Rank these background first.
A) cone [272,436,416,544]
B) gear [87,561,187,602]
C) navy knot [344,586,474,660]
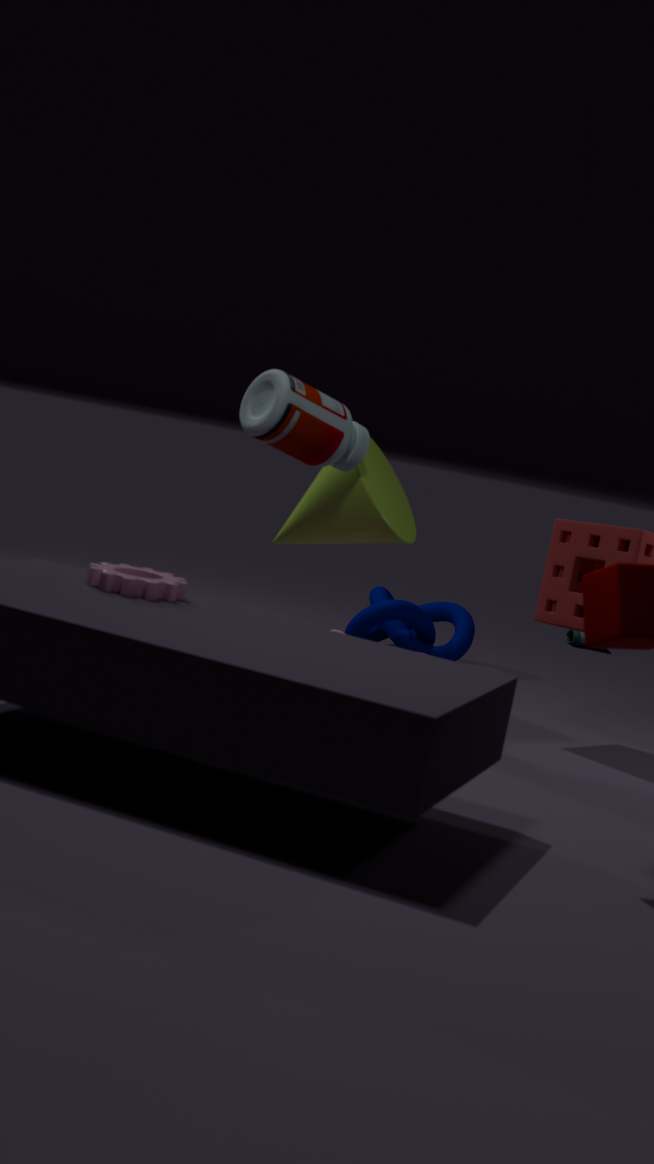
navy knot [344,586,474,660]
cone [272,436,416,544]
gear [87,561,187,602]
